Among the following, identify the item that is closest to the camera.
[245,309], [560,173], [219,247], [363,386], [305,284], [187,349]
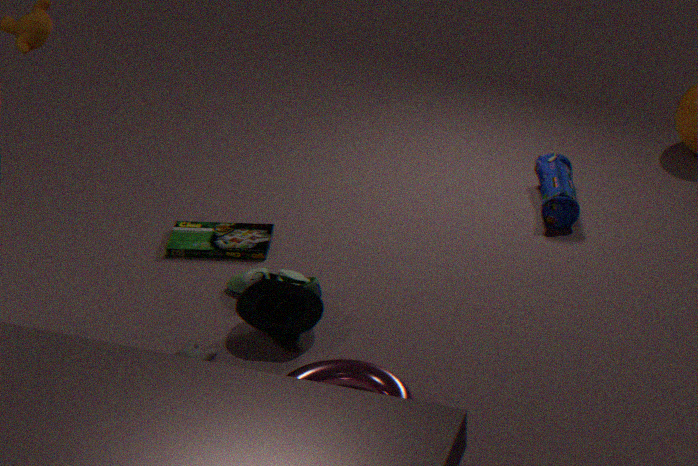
[363,386]
